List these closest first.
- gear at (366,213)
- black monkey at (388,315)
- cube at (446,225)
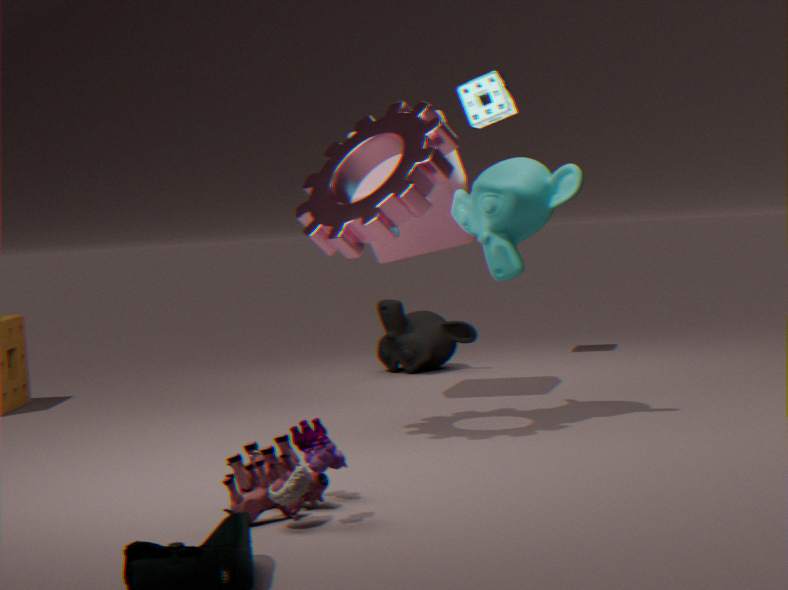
gear at (366,213) → cube at (446,225) → black monkey at (388,315)
